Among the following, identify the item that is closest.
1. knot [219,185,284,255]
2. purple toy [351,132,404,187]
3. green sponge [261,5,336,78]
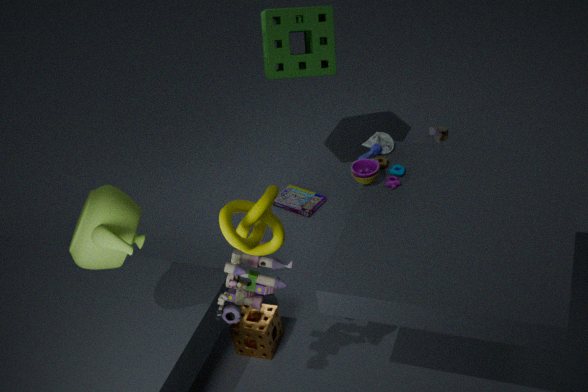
A: knot [219,185,284,255]
